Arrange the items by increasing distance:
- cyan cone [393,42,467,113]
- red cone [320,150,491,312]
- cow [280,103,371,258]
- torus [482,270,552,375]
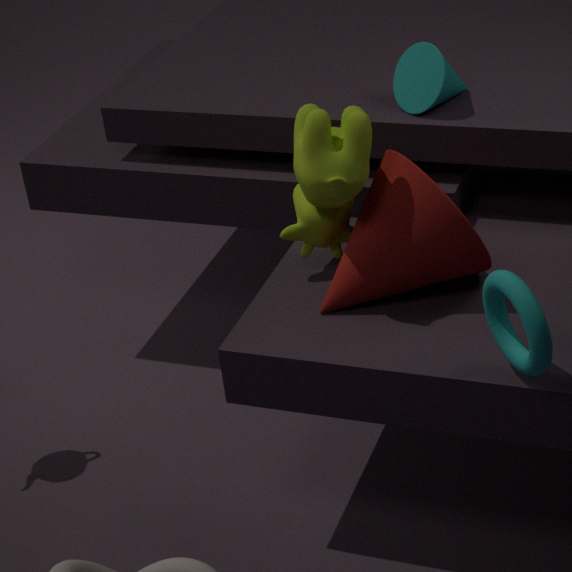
torus [482,270,552,375] < cow [280,103,371,258] < red cone [320,150,491,312] < cyan cone [393,42,467,113]
